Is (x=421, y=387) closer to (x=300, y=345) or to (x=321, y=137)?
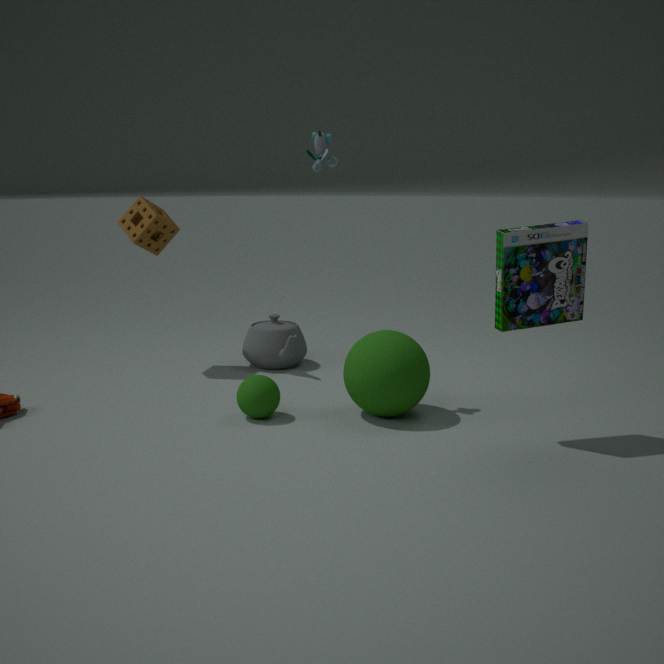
(x=300, y=345)
